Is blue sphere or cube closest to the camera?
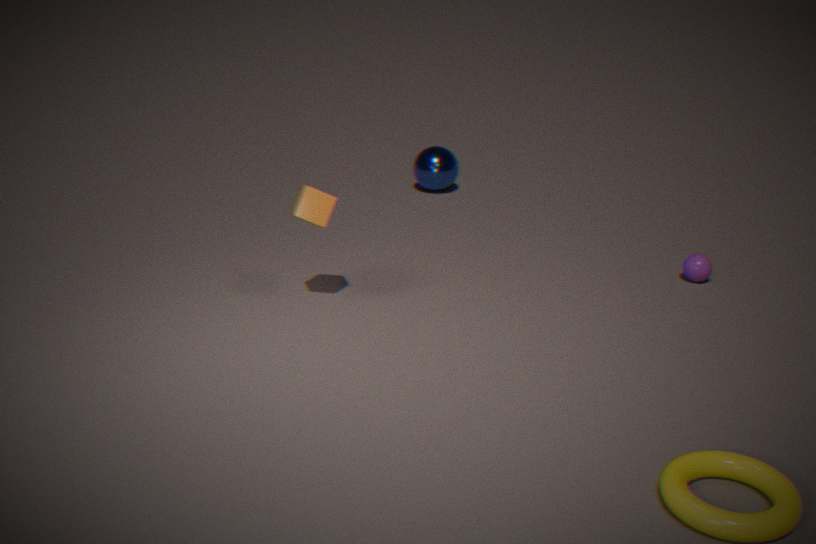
cube
